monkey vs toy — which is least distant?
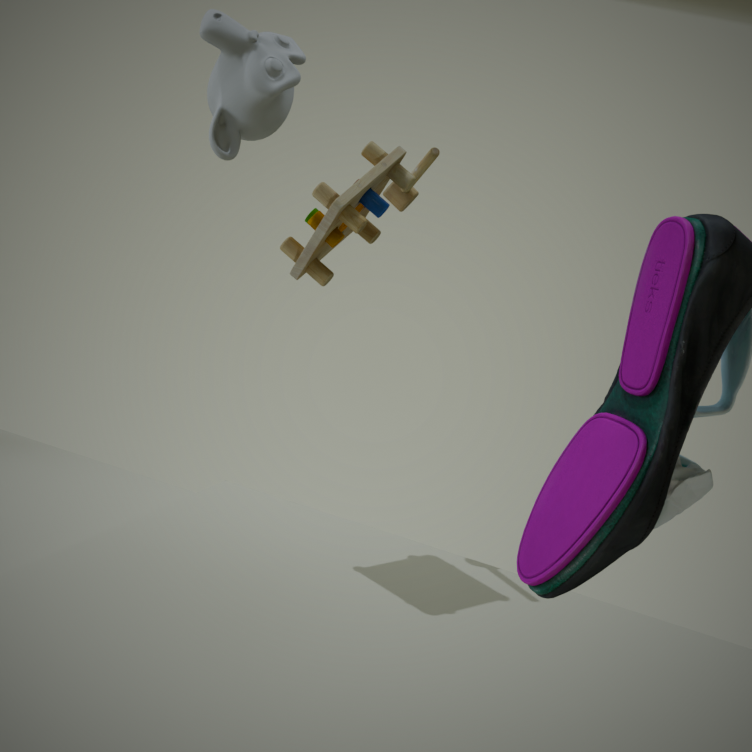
toy
